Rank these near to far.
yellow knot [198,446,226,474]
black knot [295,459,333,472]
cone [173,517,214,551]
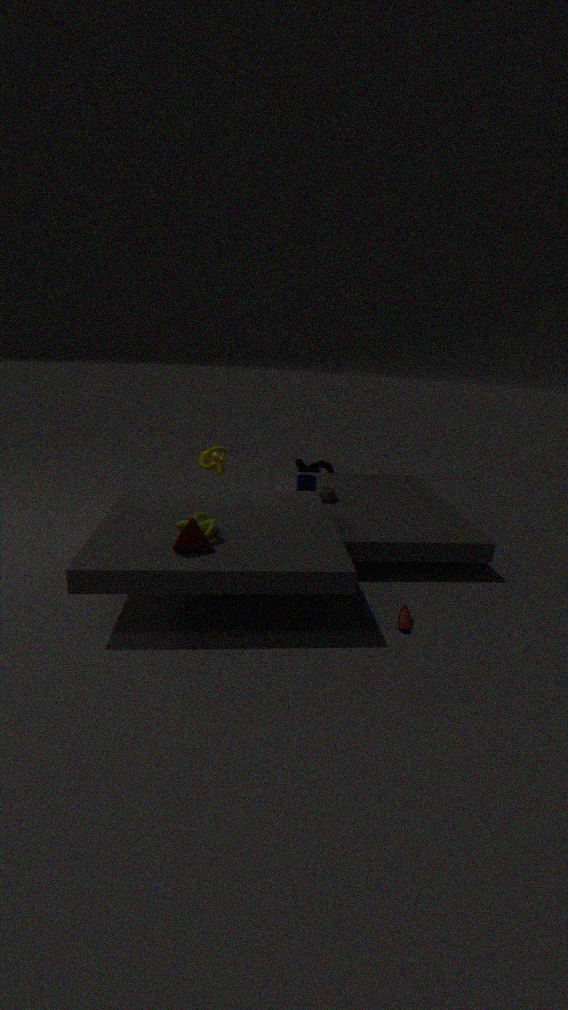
cone [173,517,214,551] < yellow knot [198,446,226,474] < black knot [295,459,333,472]
